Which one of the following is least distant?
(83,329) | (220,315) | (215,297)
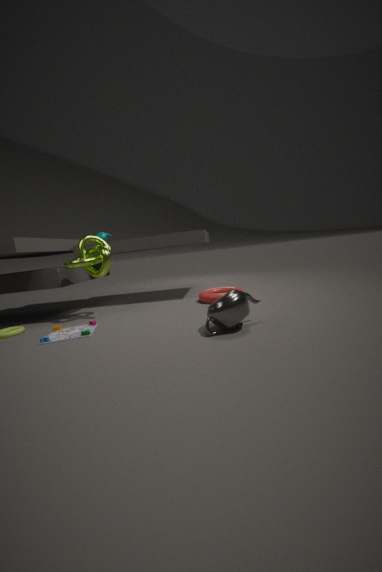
(220,315)
